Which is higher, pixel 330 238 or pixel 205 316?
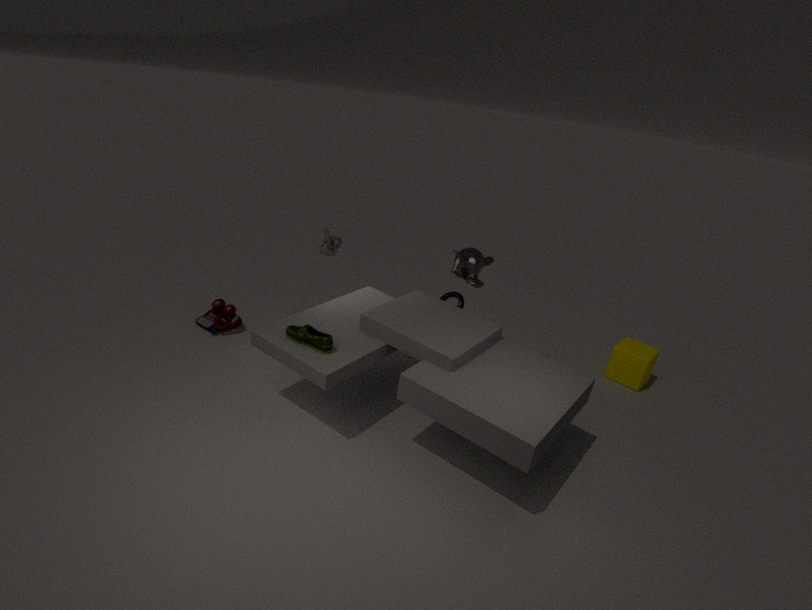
pixel 330 238
